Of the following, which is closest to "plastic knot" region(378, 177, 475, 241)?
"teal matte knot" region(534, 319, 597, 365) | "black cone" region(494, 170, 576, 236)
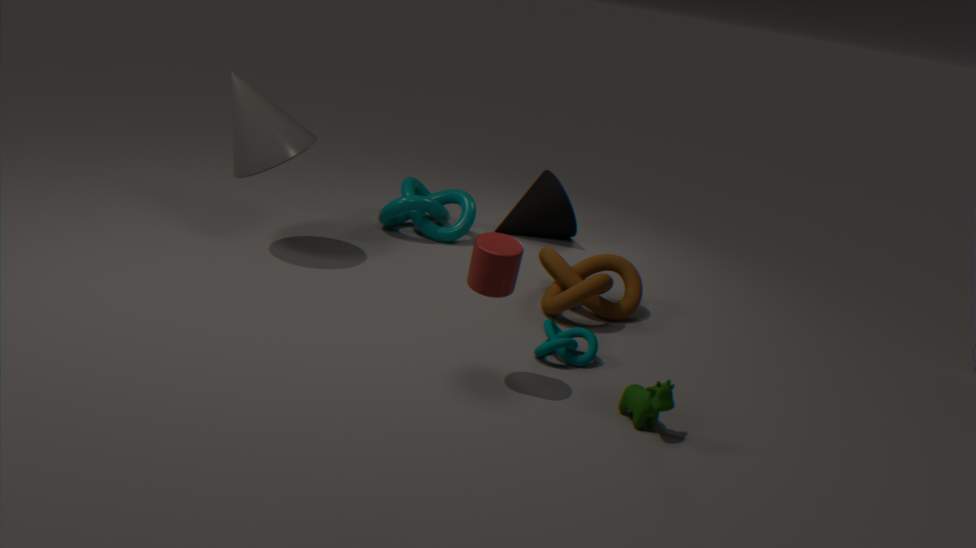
"black cone" region(494, 170, 576, 236)
